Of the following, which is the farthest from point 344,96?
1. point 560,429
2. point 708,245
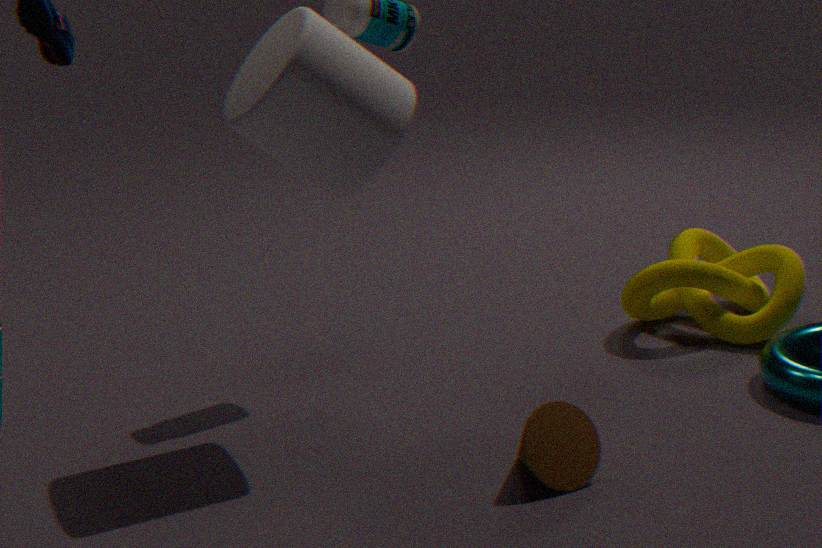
point 708,245
